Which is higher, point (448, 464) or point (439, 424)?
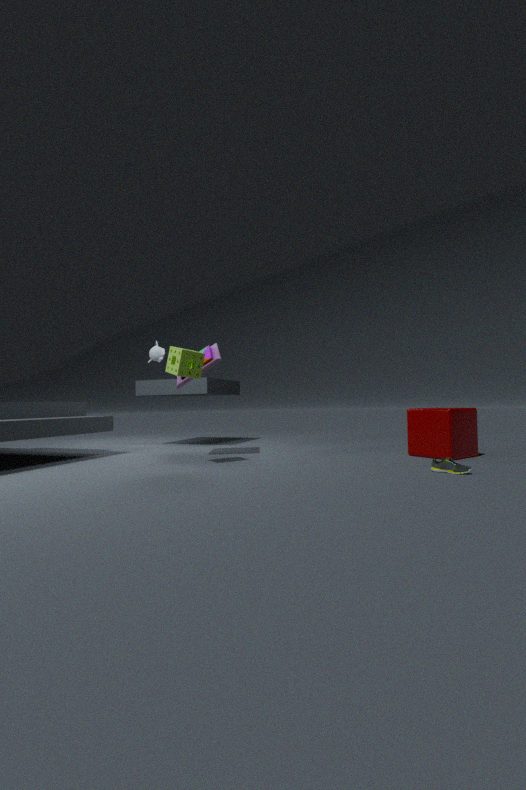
point (439, 424)
